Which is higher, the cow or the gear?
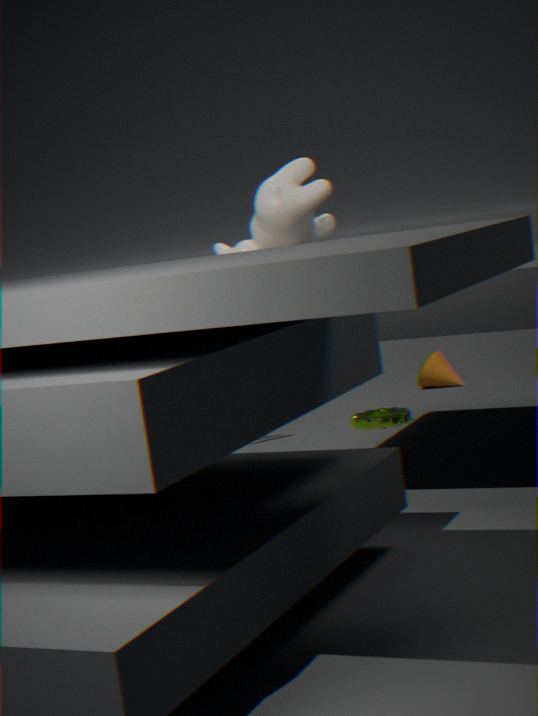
the cow
